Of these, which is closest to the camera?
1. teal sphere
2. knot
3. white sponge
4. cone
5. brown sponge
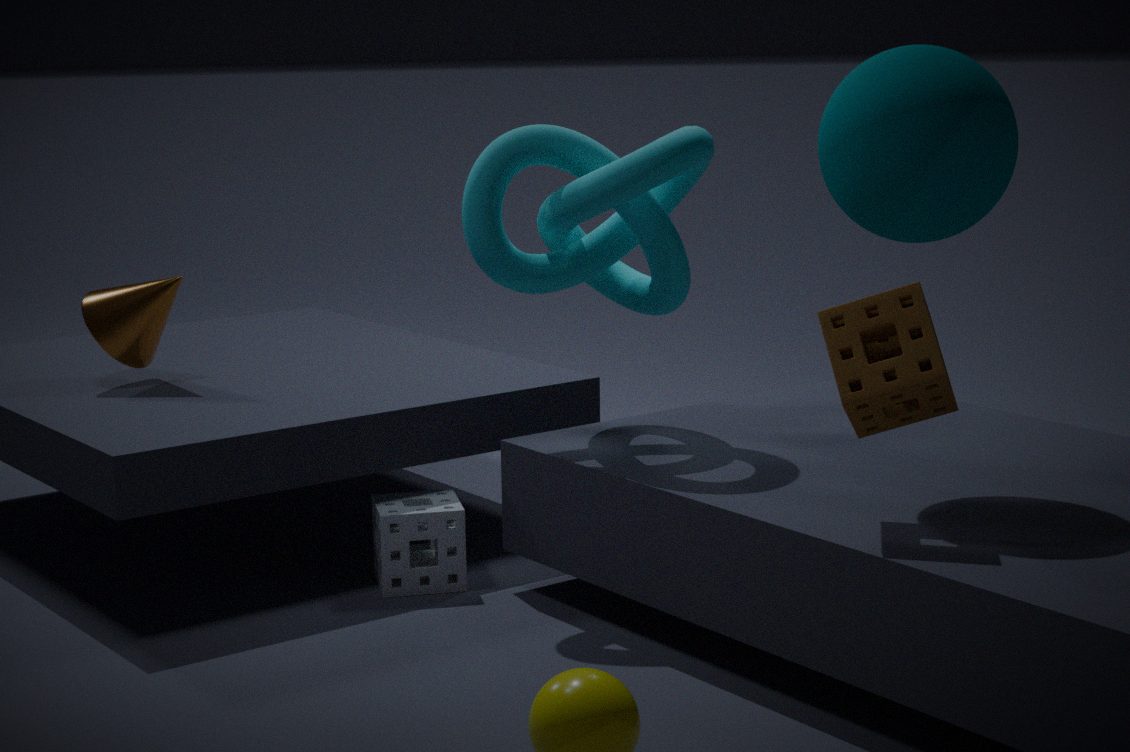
brown sponge
